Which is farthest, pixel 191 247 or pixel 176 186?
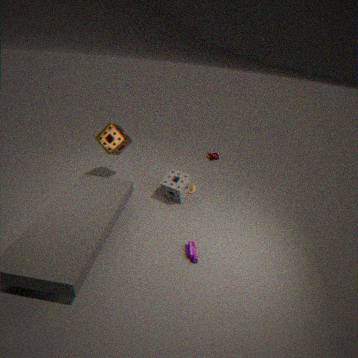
pixel 176 186
